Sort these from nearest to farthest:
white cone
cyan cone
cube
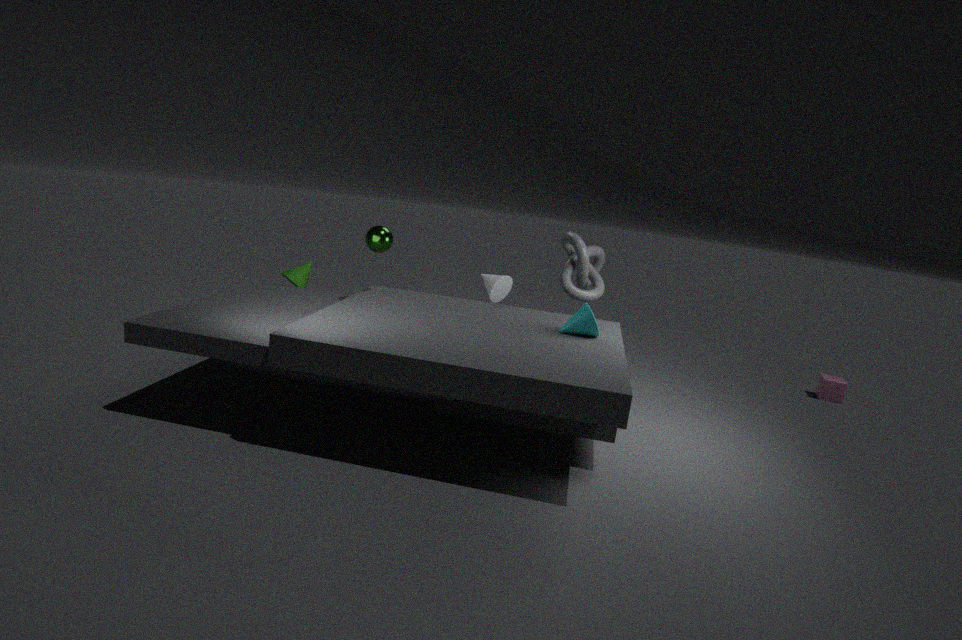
cyan cone, white cone, cube
